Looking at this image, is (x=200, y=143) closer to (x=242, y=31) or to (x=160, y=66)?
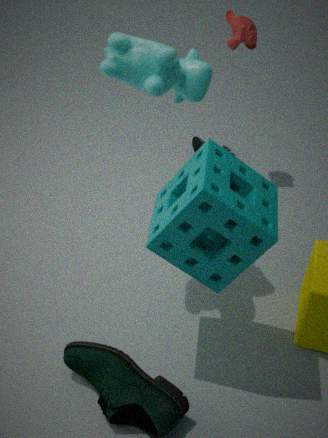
(x=242, y=31)
